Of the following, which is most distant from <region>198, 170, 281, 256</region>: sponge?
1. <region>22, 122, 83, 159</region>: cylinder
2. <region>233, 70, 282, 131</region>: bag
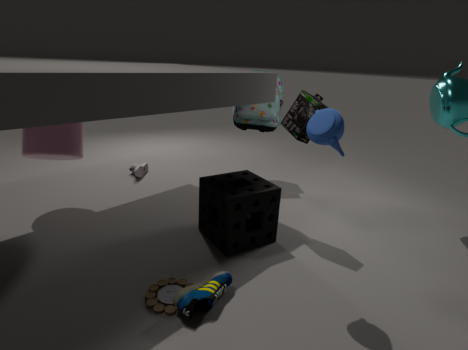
<region>22, 122, 83, 159</region>: cylinder
